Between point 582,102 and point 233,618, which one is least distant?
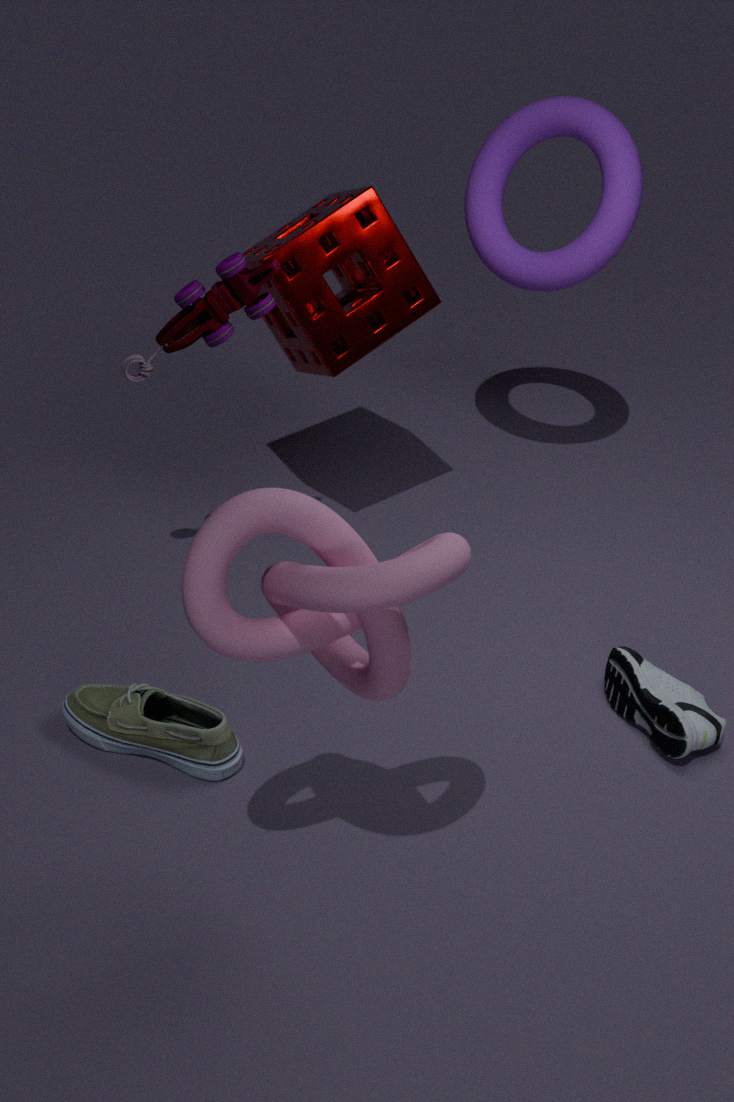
point 233,618
